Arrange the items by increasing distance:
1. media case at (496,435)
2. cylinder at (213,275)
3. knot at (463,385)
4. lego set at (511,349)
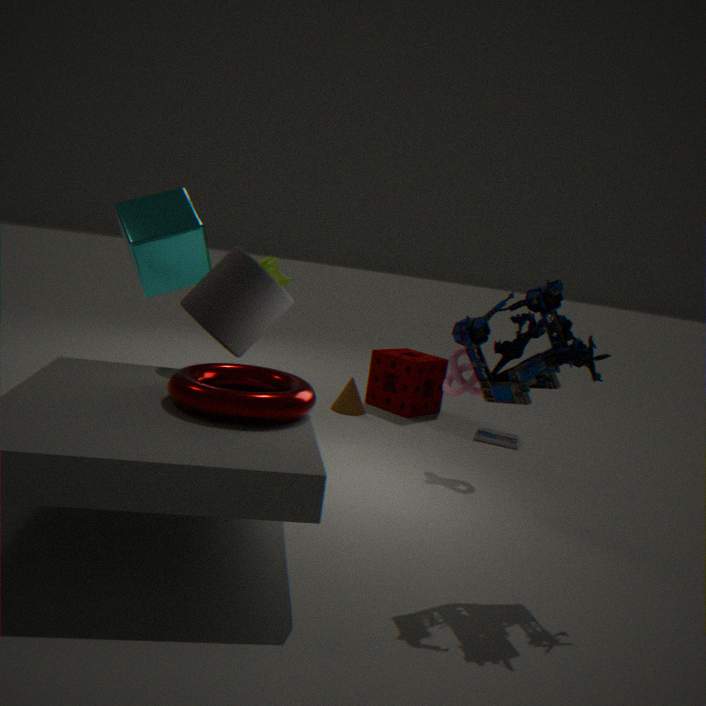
lego set at (511,349) < cylinder at (213,275) < knot at (463,385) < media case at (496,435)
